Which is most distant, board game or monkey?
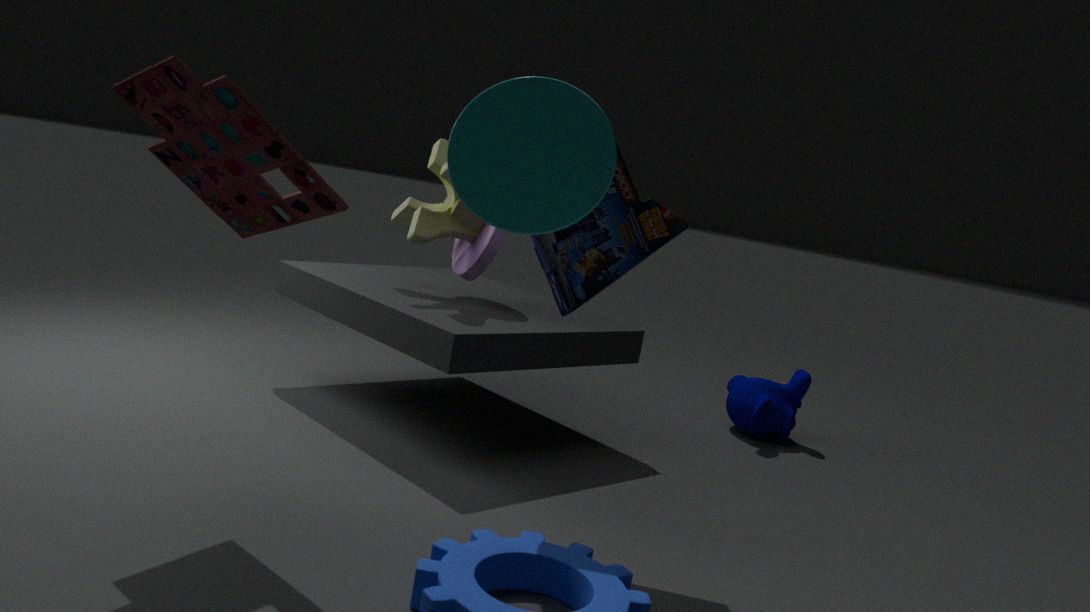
monkey
